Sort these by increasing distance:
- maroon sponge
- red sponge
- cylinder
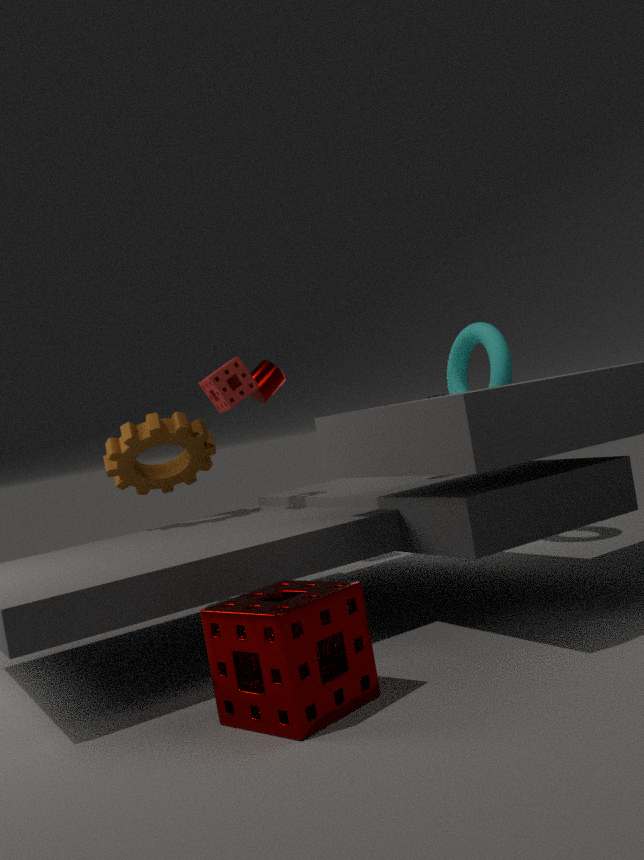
maroon sponge
red sponge
cylinder
